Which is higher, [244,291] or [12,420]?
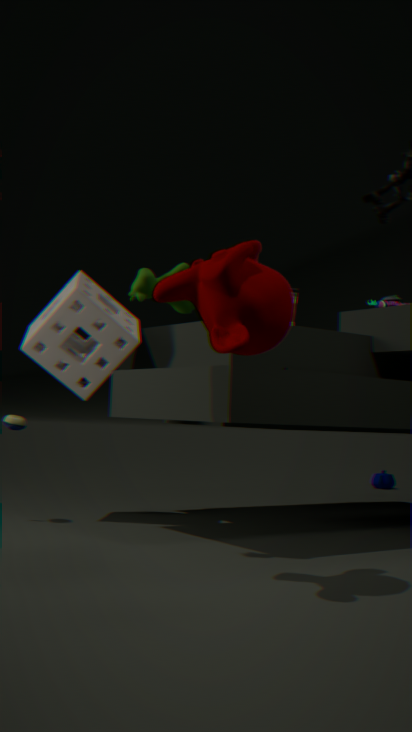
[244,291]
